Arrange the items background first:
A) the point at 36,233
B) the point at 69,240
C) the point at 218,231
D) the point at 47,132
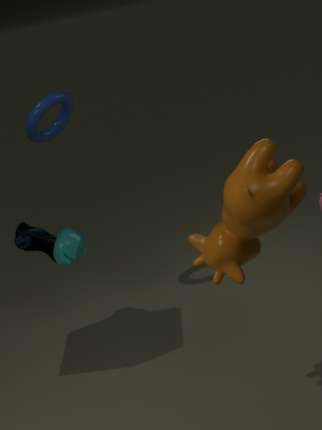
D. the point at 47,132 < A. the point at 36,233 < B. the point at 69,240 < C. the point at 218,231
